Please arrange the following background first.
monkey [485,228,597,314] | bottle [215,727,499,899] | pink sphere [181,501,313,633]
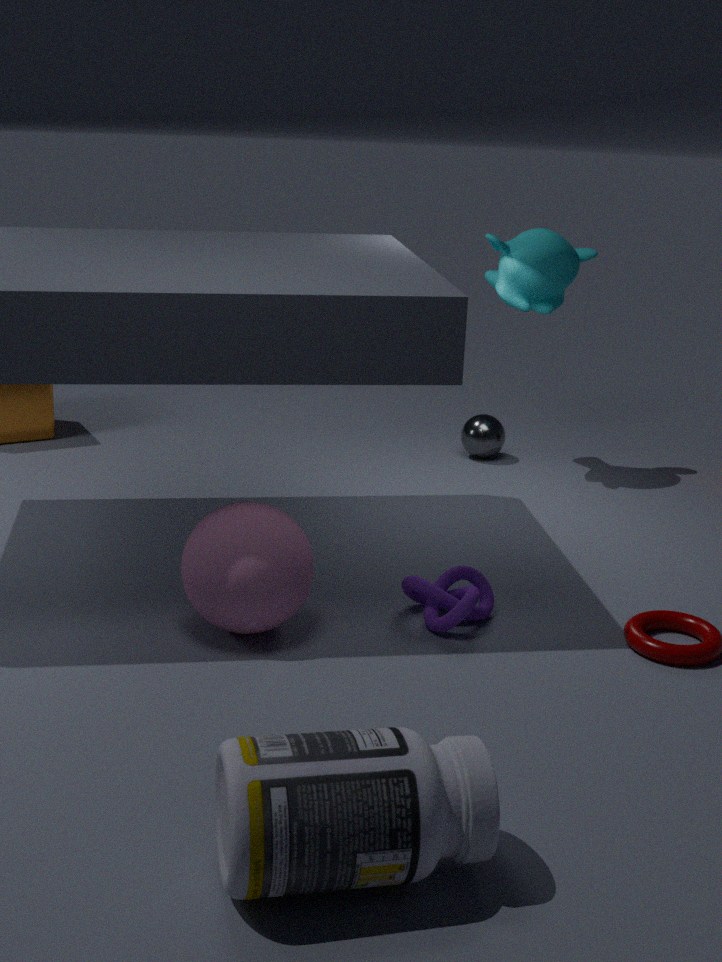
monkey [485,228,597,314] < pink sphere [181,501,313,633] < bottle [215,727,499,899]
